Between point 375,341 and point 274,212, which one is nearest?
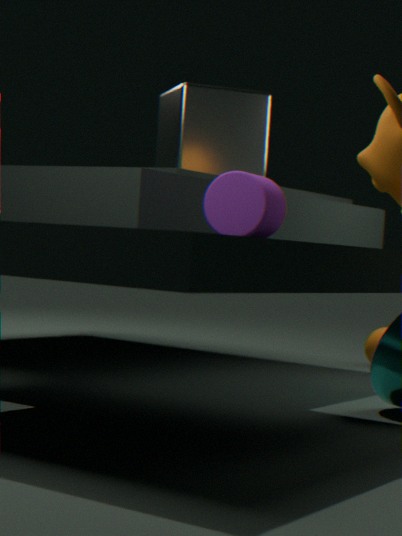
point 274,212
